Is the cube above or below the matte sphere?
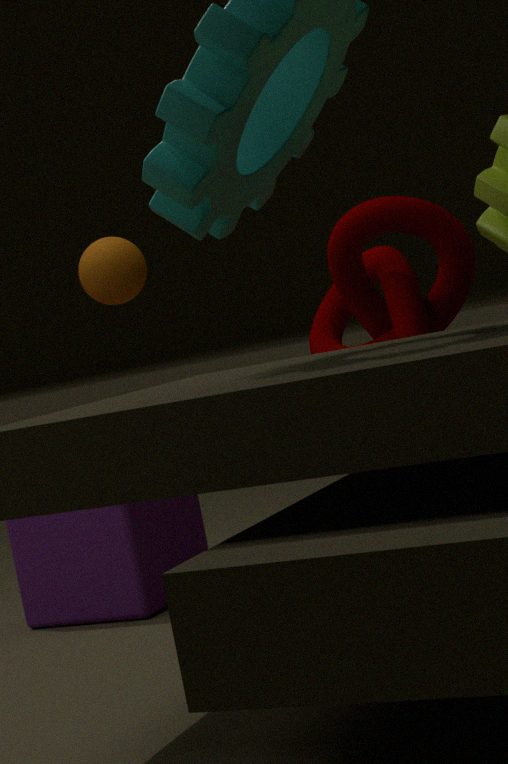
below
